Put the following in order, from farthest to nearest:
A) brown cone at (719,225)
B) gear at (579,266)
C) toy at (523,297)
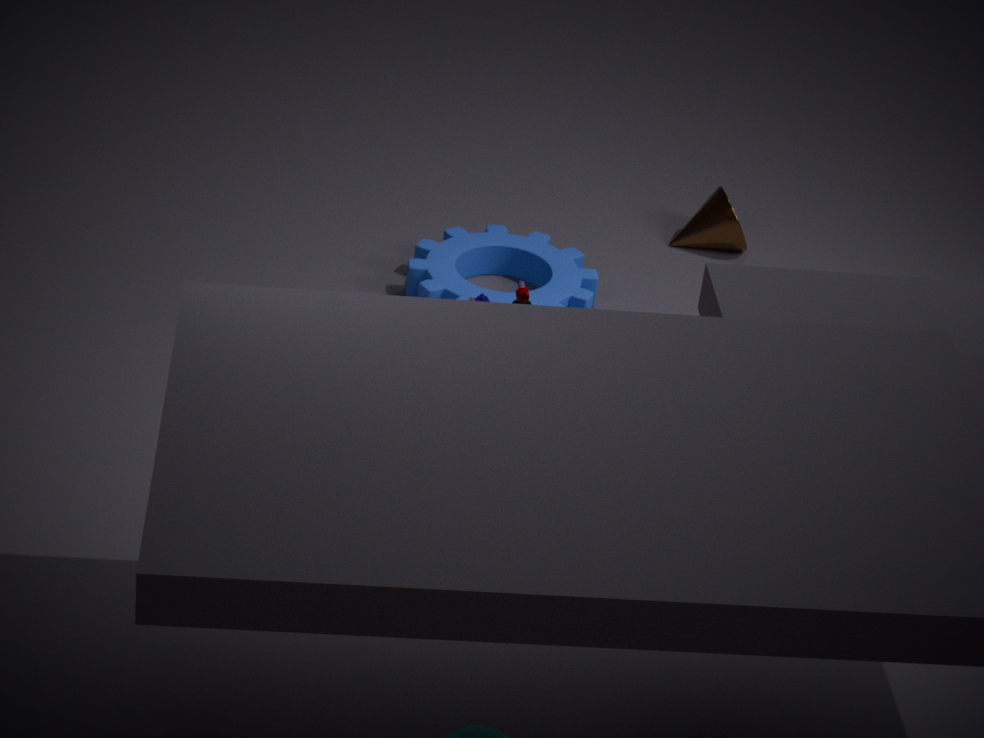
brown cone at (719,225) → gear at (579,266) → toy at (523,297)
